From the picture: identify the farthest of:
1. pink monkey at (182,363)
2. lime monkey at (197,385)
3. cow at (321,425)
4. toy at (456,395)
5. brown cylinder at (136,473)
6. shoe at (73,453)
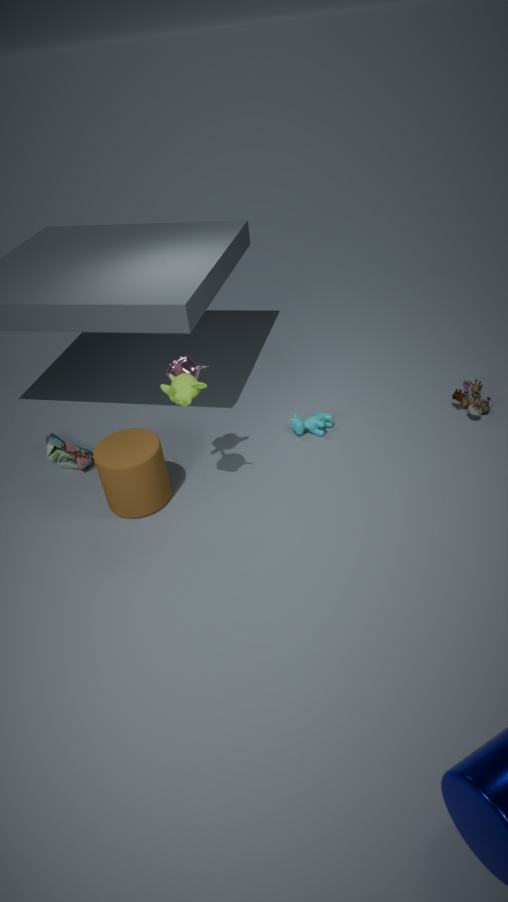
cow at (321,425)
